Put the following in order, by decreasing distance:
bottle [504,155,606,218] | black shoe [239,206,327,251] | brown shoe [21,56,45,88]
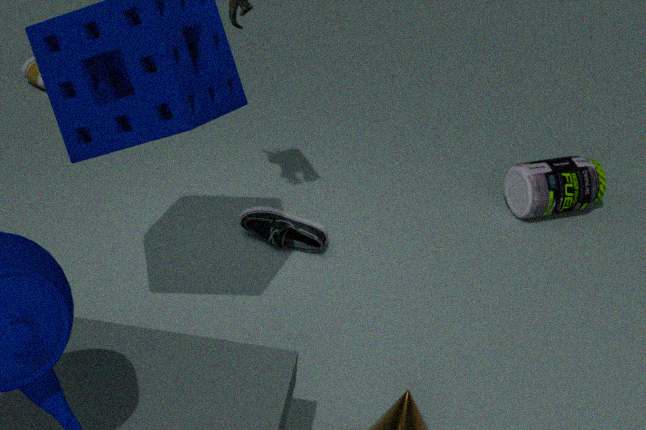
brown shoe [21,56,45,88], bottle [504,155,606,218], black shoe [239,206,327,251]
